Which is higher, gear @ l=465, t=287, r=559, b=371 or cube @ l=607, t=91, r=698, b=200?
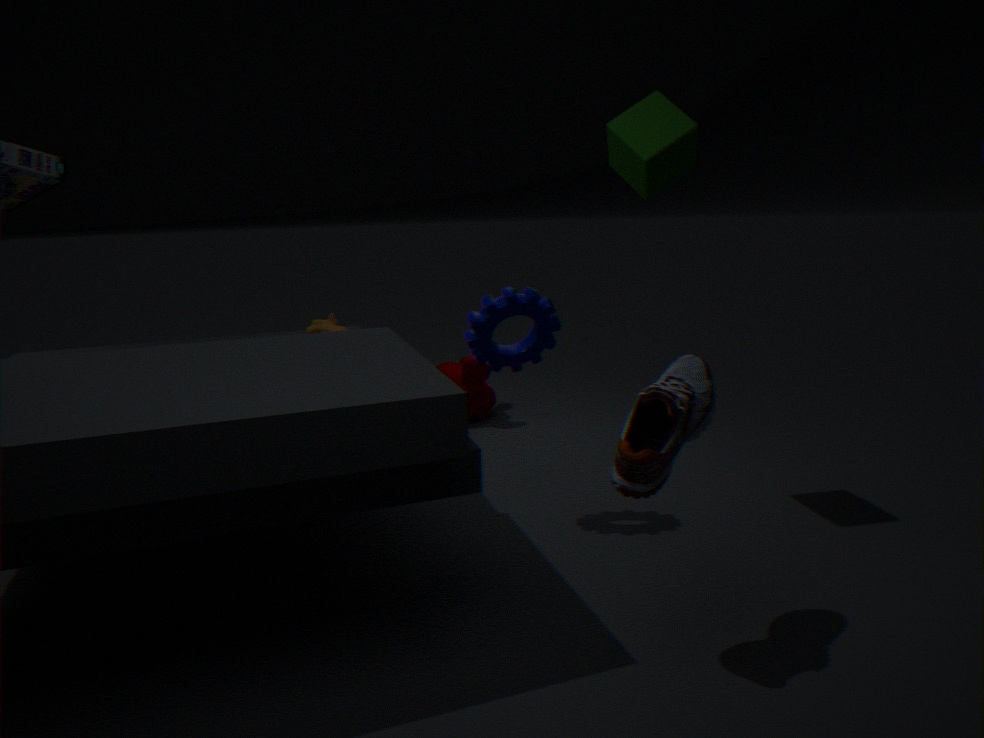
cube @ l=607, t=91, r=698, b=200
